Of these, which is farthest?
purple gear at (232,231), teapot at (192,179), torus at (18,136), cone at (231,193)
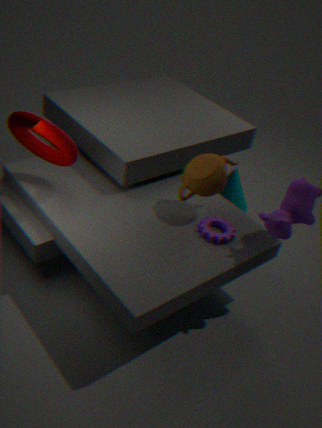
cone at (231,193)
